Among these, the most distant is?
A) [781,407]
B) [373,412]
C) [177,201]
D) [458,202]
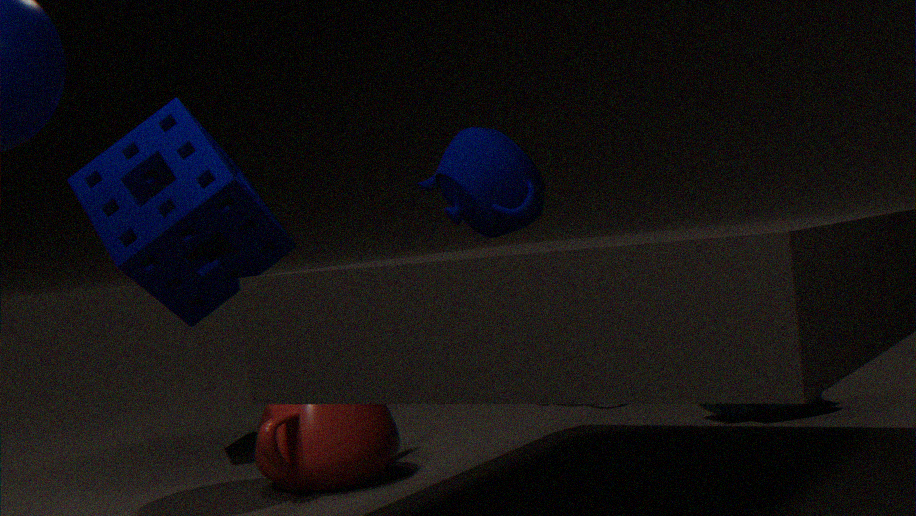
[458,202]
